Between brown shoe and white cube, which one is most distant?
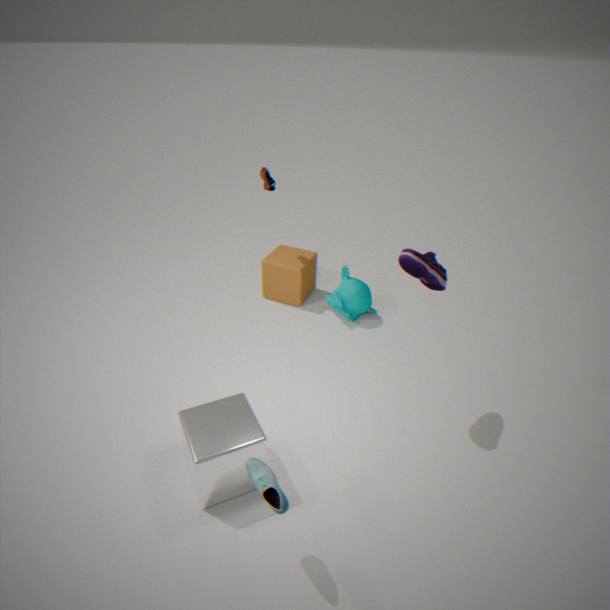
brown shoe
